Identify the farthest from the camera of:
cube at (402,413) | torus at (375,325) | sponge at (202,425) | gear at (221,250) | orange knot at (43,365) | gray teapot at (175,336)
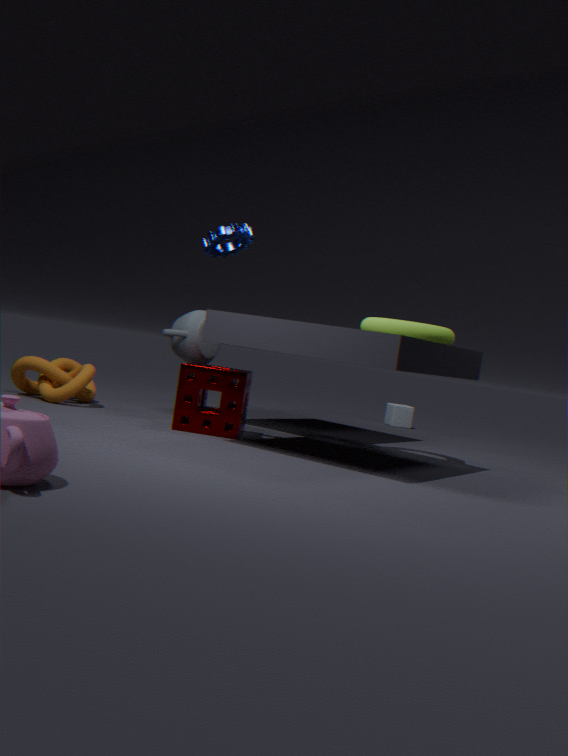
cube at (402,413)
